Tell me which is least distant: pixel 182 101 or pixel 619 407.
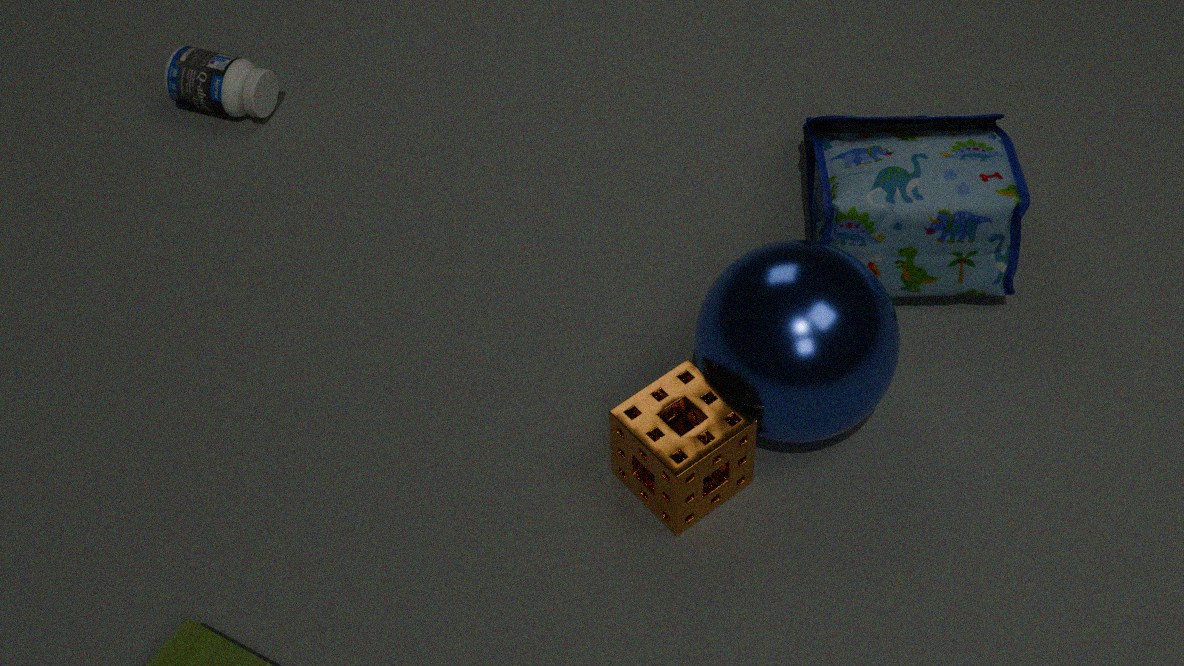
pixel 619 407
